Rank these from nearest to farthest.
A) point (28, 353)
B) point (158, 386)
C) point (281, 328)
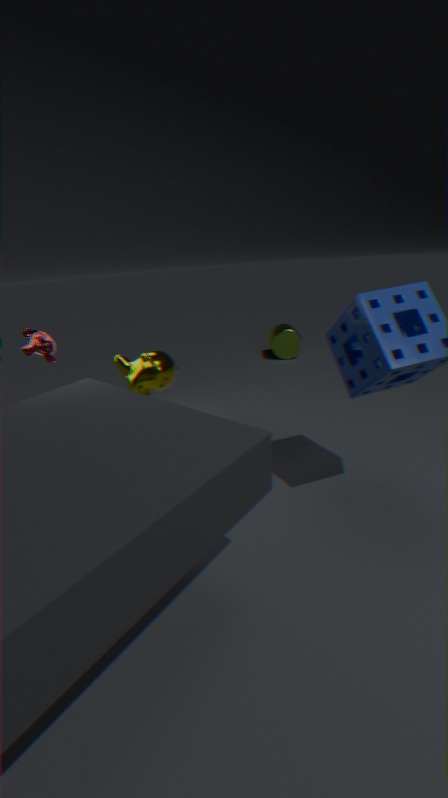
point (28, 353) → point (158, 386) → point (281, 328)
